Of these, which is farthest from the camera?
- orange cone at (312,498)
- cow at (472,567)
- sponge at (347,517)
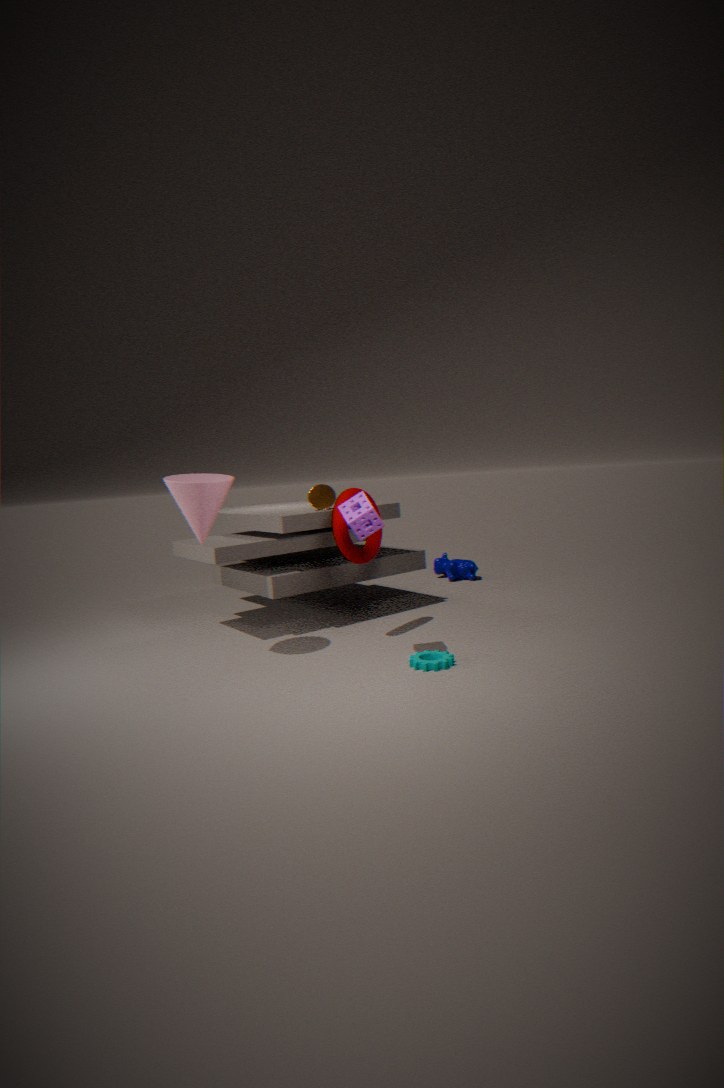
cow at (472,567)
